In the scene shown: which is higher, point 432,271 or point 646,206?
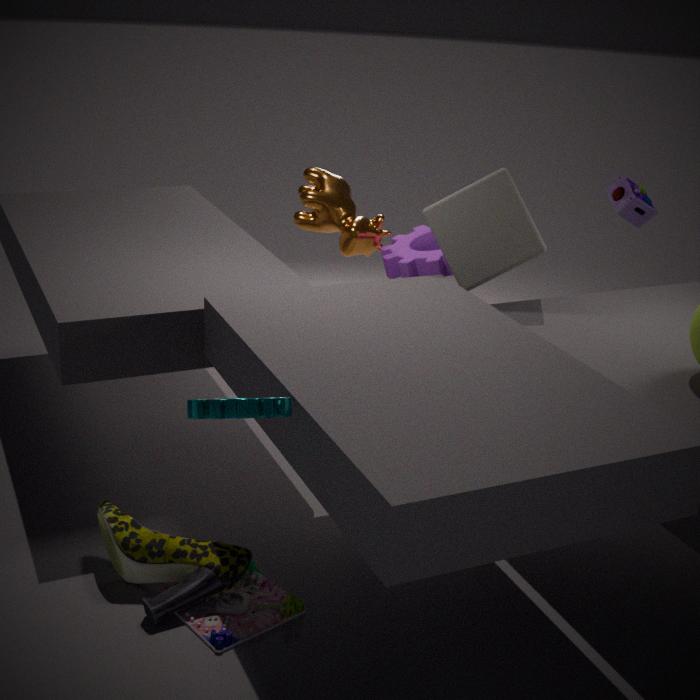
point 646,206
